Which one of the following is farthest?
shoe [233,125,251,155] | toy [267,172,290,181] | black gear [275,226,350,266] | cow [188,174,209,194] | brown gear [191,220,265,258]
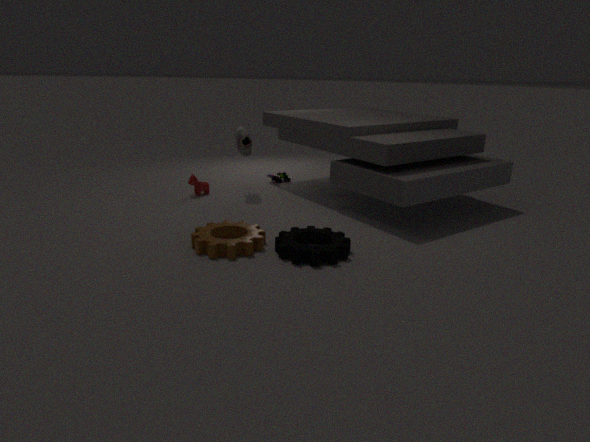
toy [267,172,290,181]
